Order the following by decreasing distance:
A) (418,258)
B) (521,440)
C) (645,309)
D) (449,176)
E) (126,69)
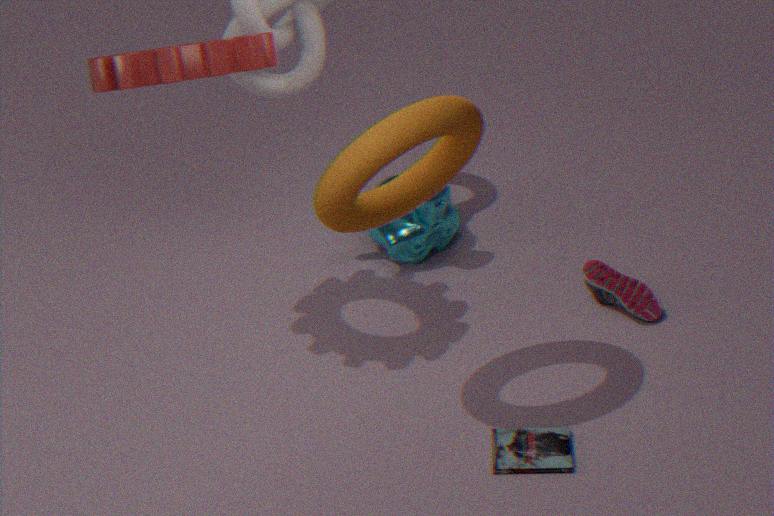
(418,258), (645,309), (521,440), (449,176), (126,69)
